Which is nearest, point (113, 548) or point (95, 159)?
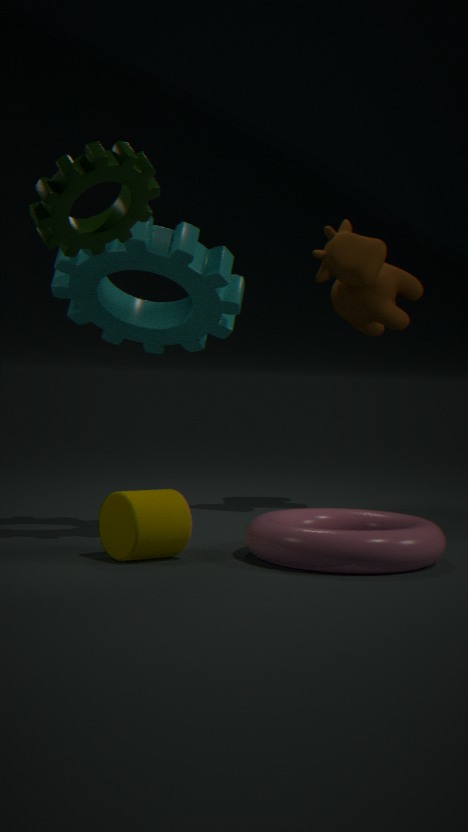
point (95, 159)
